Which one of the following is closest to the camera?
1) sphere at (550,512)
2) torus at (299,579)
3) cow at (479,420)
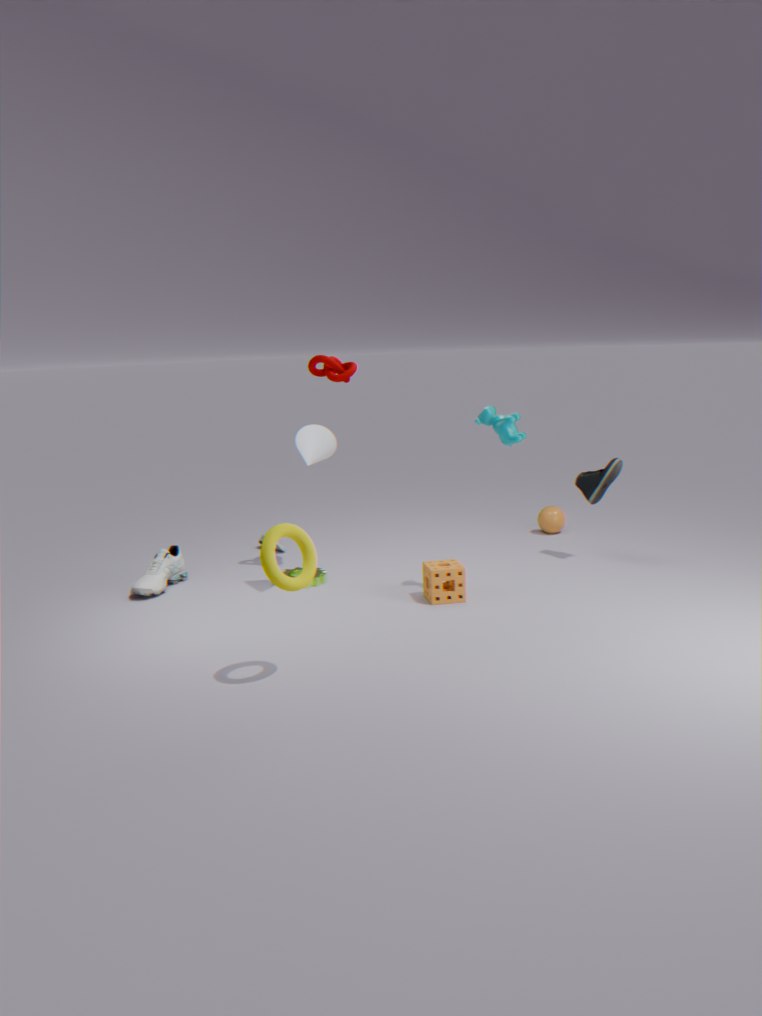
2. torus at (299,579)
